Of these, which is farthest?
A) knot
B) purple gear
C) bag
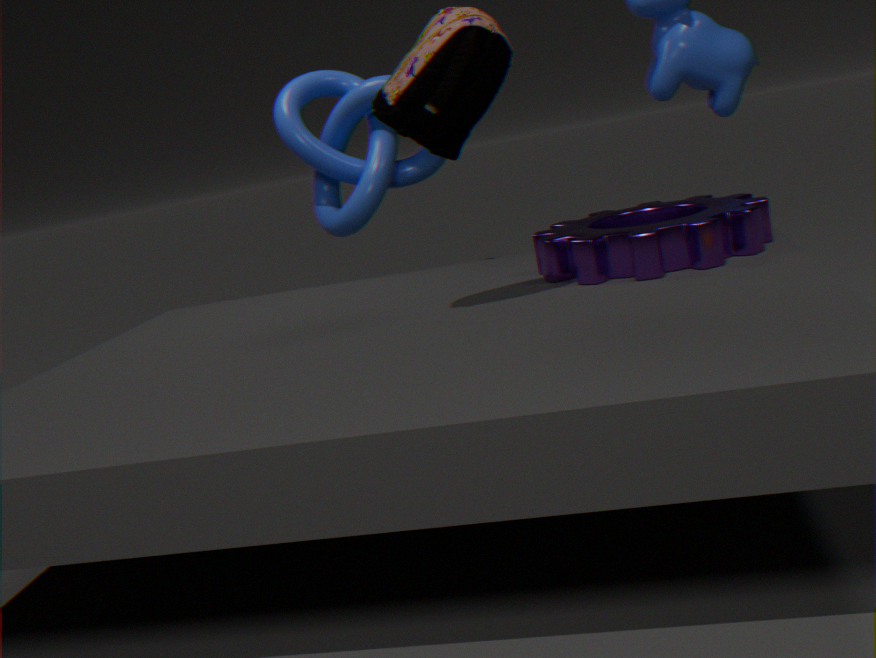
knot
